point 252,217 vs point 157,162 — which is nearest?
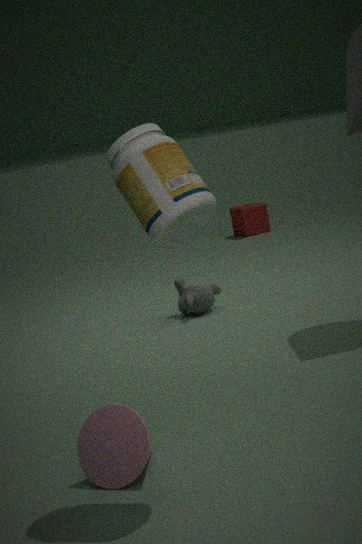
point 157,162
